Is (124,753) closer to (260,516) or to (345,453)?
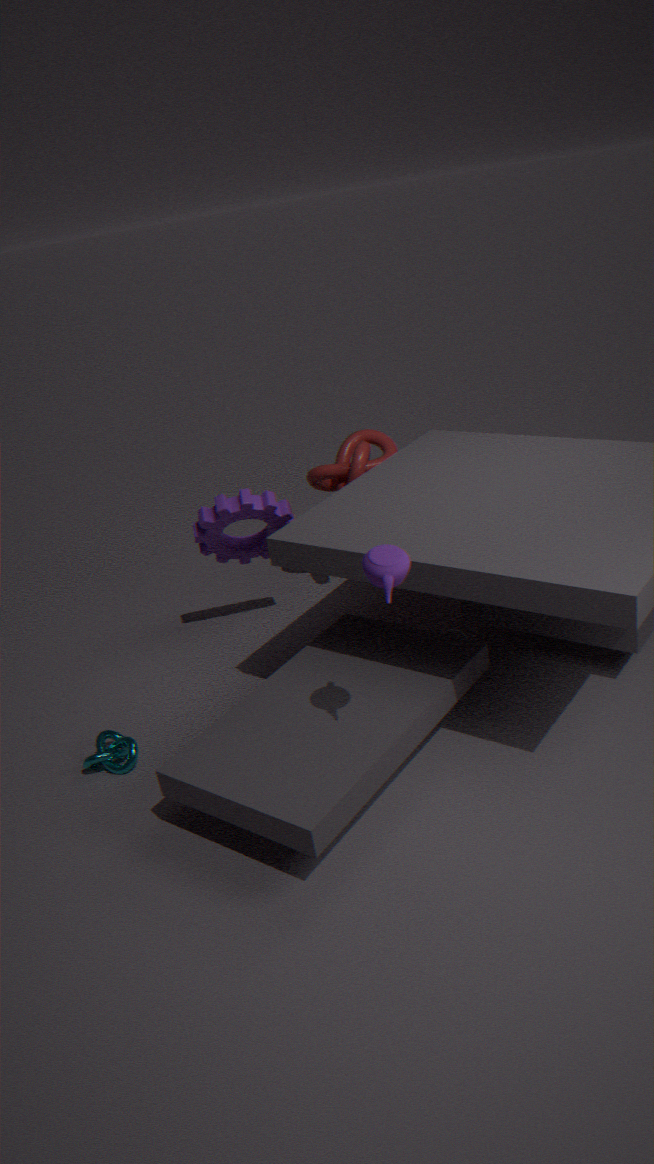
(260,516)
